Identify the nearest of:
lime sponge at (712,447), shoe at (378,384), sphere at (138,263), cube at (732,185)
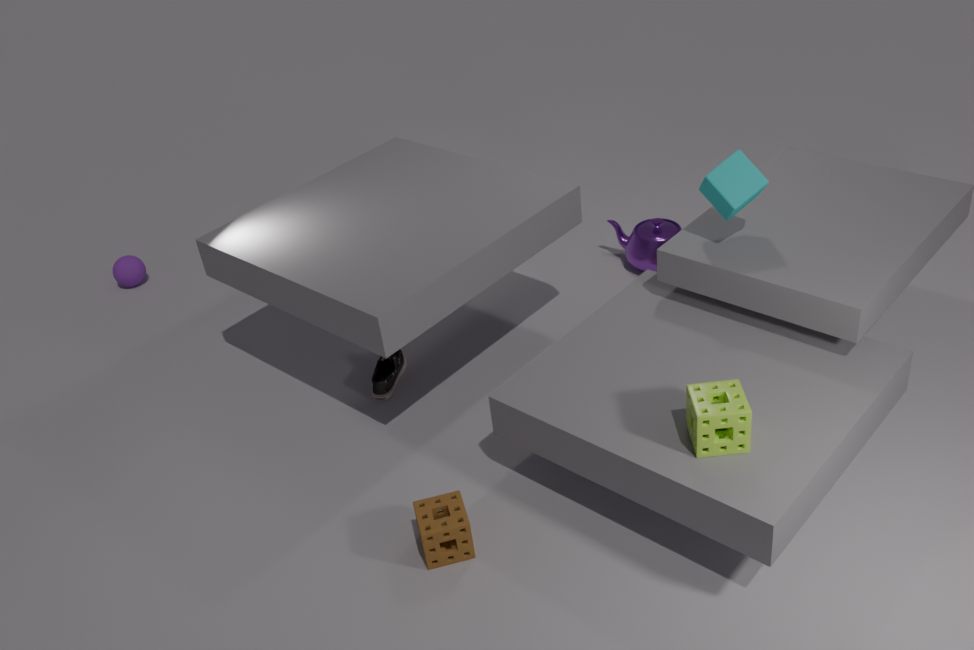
lime sponge at (712,447)
